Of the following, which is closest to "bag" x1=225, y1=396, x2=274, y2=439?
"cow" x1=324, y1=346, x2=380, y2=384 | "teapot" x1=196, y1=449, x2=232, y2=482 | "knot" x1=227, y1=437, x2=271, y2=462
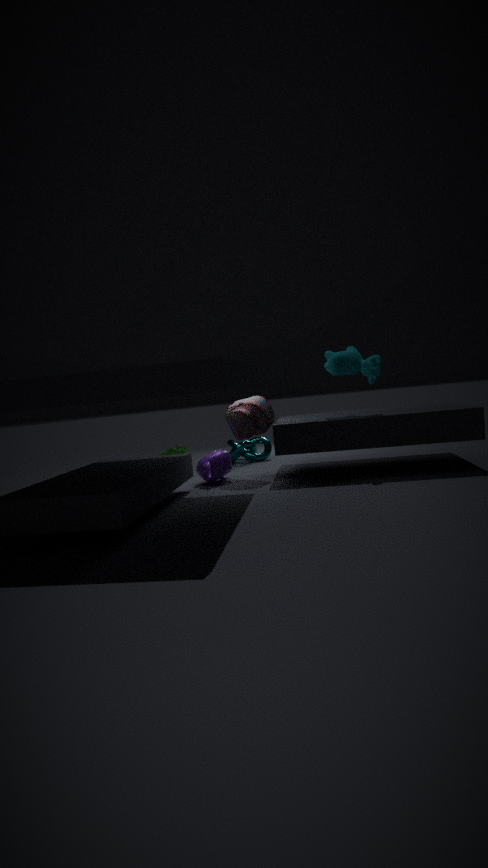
"teapot" x1=196, y1=449, x2=232, y2=482
